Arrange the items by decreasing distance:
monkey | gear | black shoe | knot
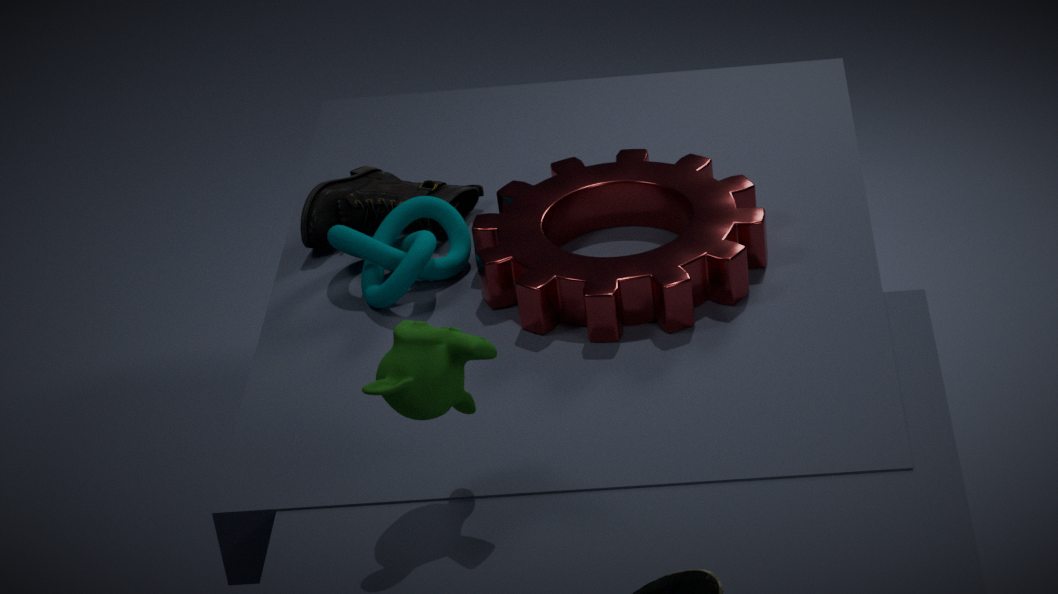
black shoe < knot < gear < monkey
